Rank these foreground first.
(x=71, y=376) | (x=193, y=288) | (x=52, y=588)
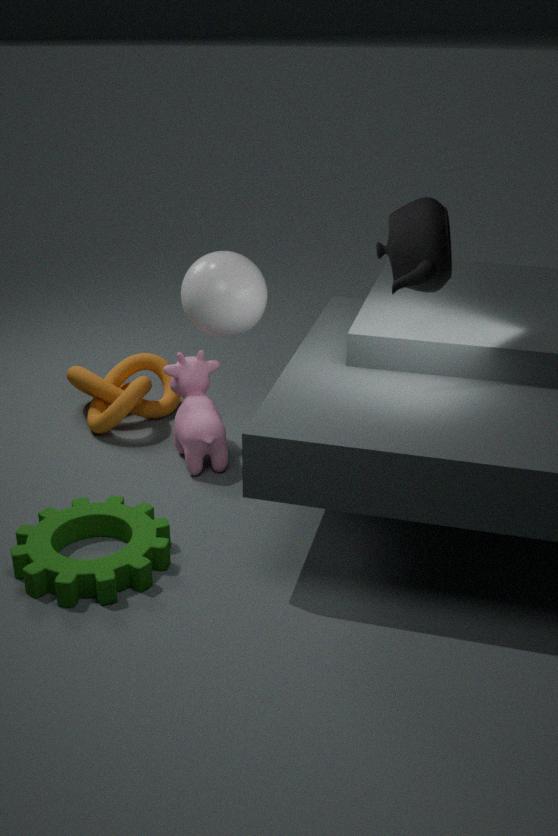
(x=52, y=588)
(x=193, y=288)
(x=71, y=376)
